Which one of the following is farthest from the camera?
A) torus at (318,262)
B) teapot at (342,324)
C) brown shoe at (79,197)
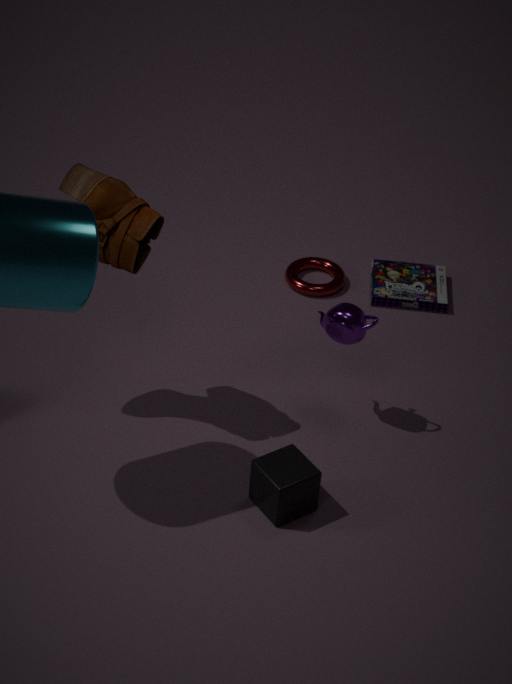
torus at (318,262)
